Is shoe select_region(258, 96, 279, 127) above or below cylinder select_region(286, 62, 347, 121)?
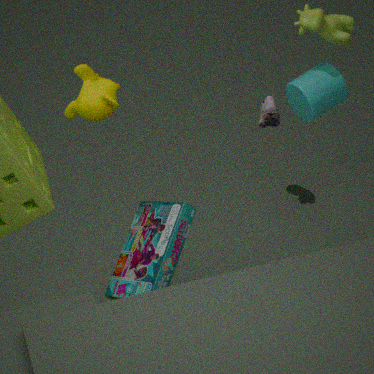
below
